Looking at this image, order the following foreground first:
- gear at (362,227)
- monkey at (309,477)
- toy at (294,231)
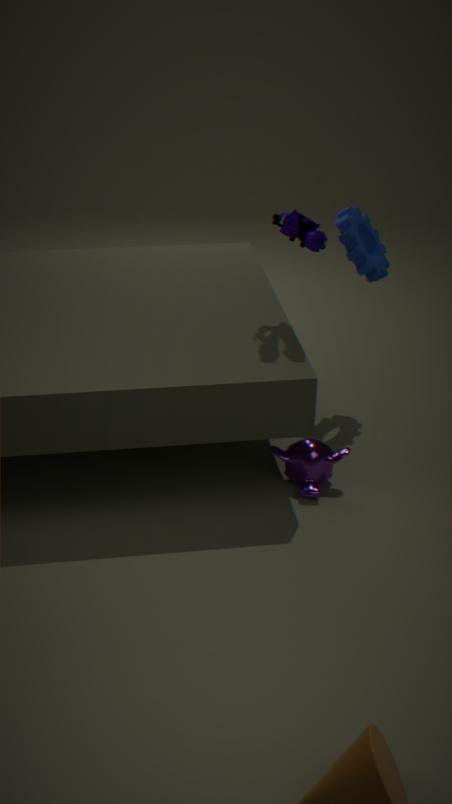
toy at (294,231) < monkey at (309,477) < gear at (362,227)
